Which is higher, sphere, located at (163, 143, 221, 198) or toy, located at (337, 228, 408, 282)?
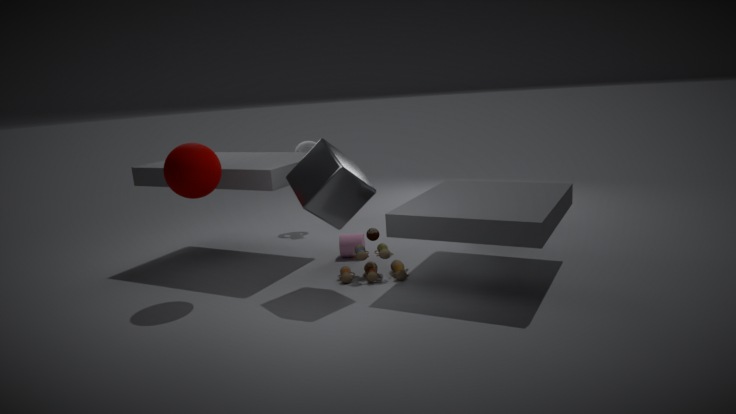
sphere, located at (163, 143, 221, 198)
